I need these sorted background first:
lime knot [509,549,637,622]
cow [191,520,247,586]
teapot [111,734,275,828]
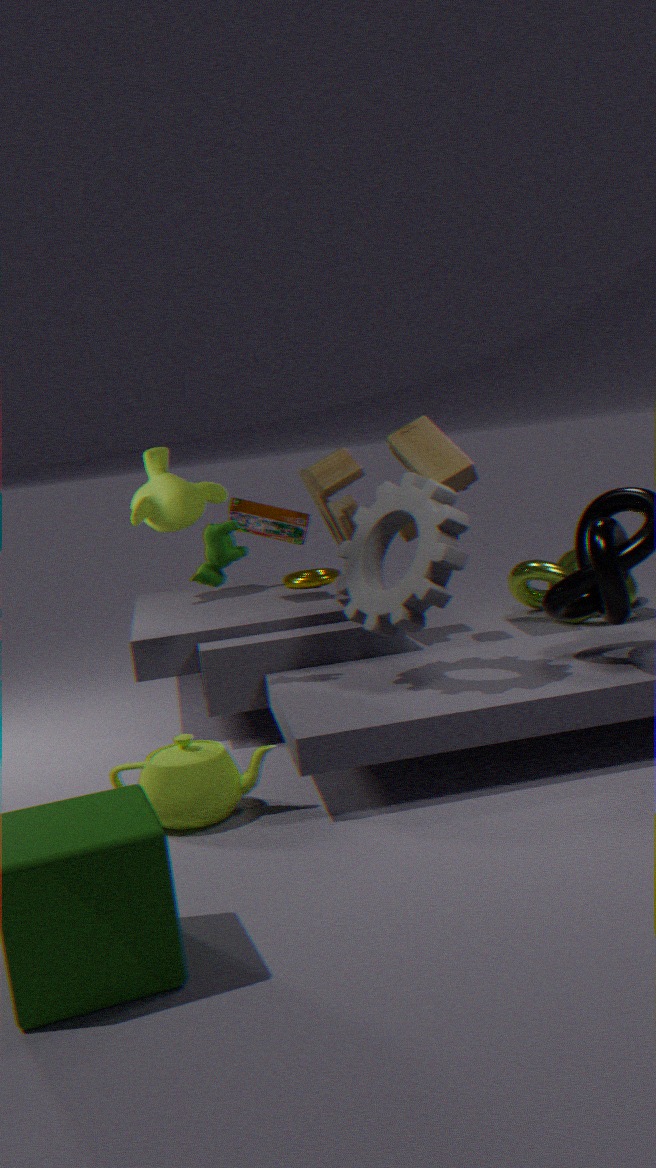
lime knot [509,549,637,622] < cow [191,520,247,586] < teapot [111,734,275,828]
